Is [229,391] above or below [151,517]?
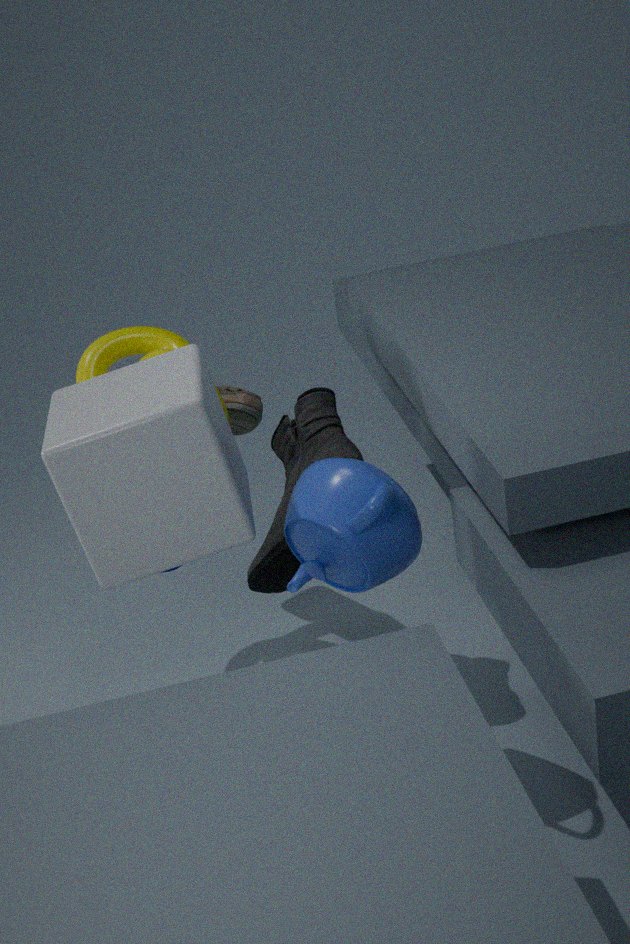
below
